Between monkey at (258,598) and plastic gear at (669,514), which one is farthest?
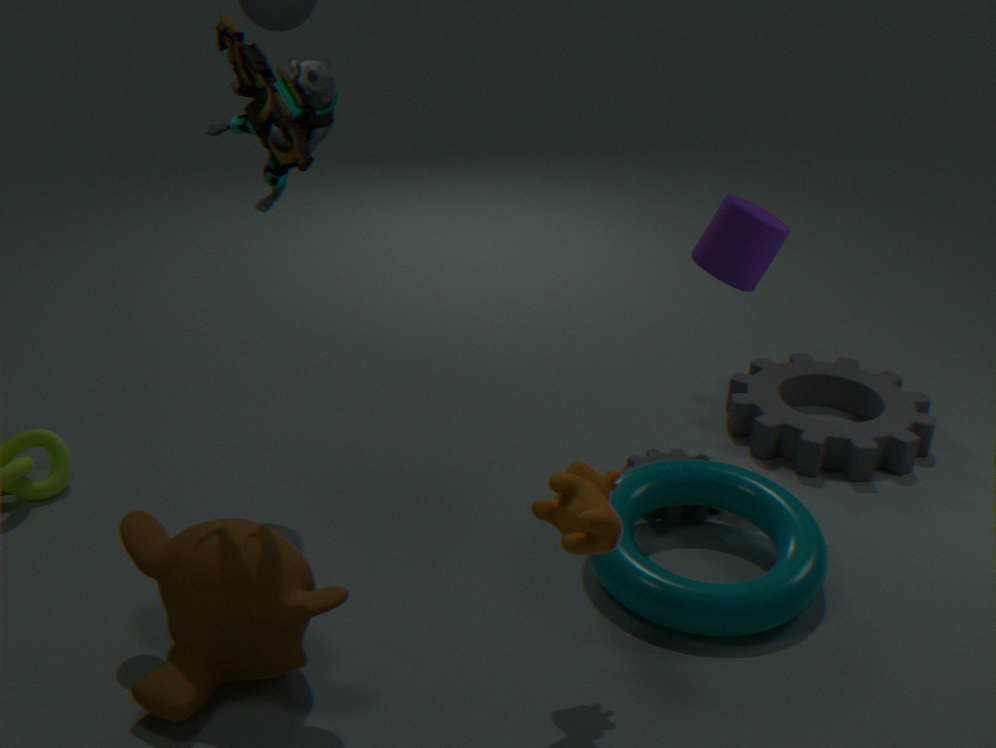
plastic gear at (669,514)
